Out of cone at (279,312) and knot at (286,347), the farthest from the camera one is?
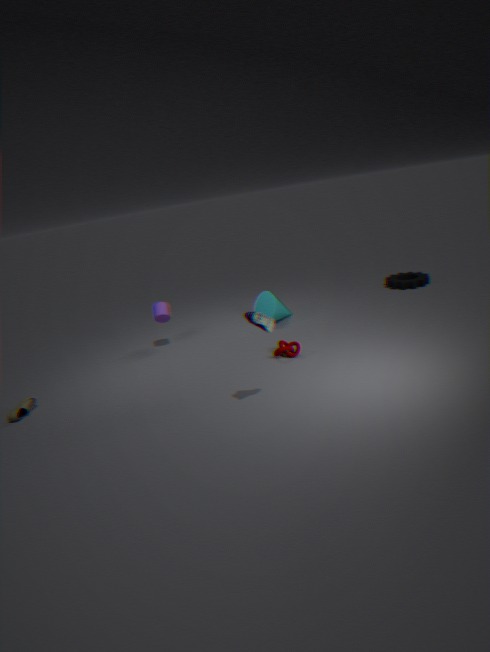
cone at (279,312)
